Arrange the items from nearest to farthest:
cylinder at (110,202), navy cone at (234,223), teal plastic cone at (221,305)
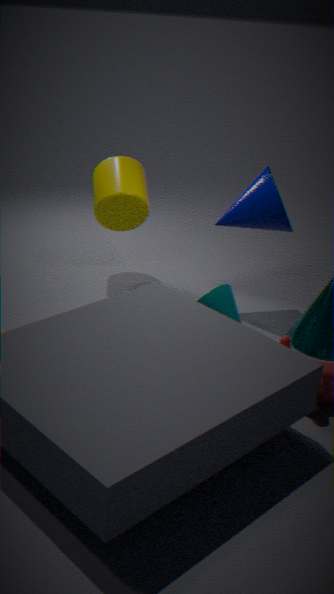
teal plastic cone at (221,305), navy cone at (234,223), cylinder at (110,202)
